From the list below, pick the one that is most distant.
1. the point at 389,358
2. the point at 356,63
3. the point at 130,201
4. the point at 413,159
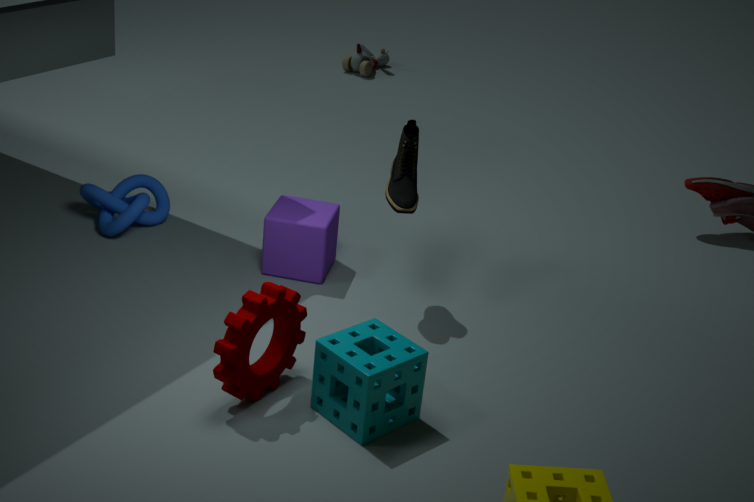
the point at 356,63
